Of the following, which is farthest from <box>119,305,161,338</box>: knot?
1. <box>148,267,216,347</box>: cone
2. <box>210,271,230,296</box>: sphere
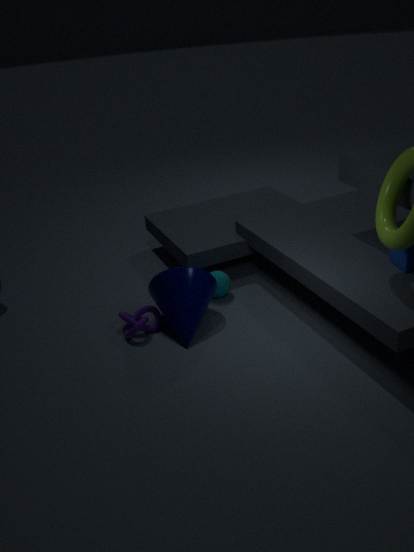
<box>210,271,230,296</box>: sphere
